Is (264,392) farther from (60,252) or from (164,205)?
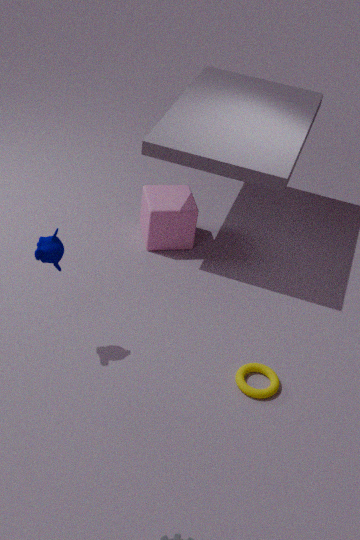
(164,205)
